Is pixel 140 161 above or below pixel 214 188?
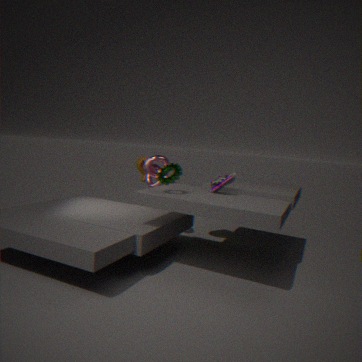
below
